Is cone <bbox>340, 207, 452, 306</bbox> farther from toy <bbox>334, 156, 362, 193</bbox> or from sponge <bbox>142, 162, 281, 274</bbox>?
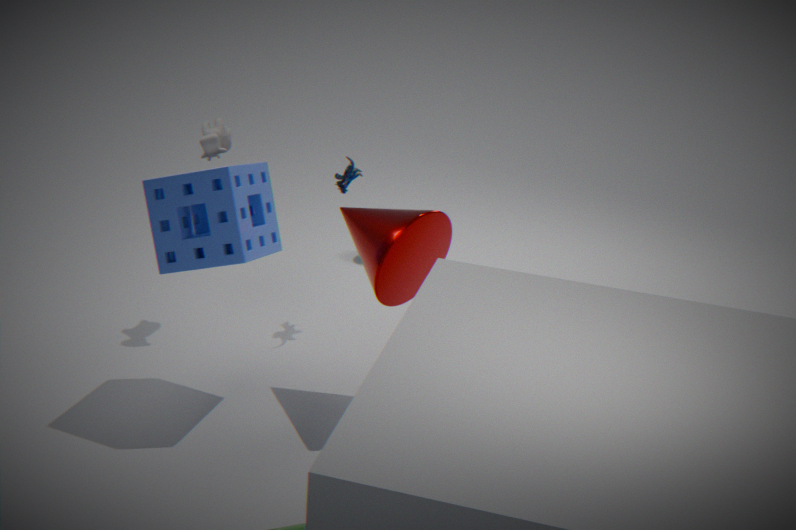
toy <bbox>334, 156, 362, 193</bbox>
